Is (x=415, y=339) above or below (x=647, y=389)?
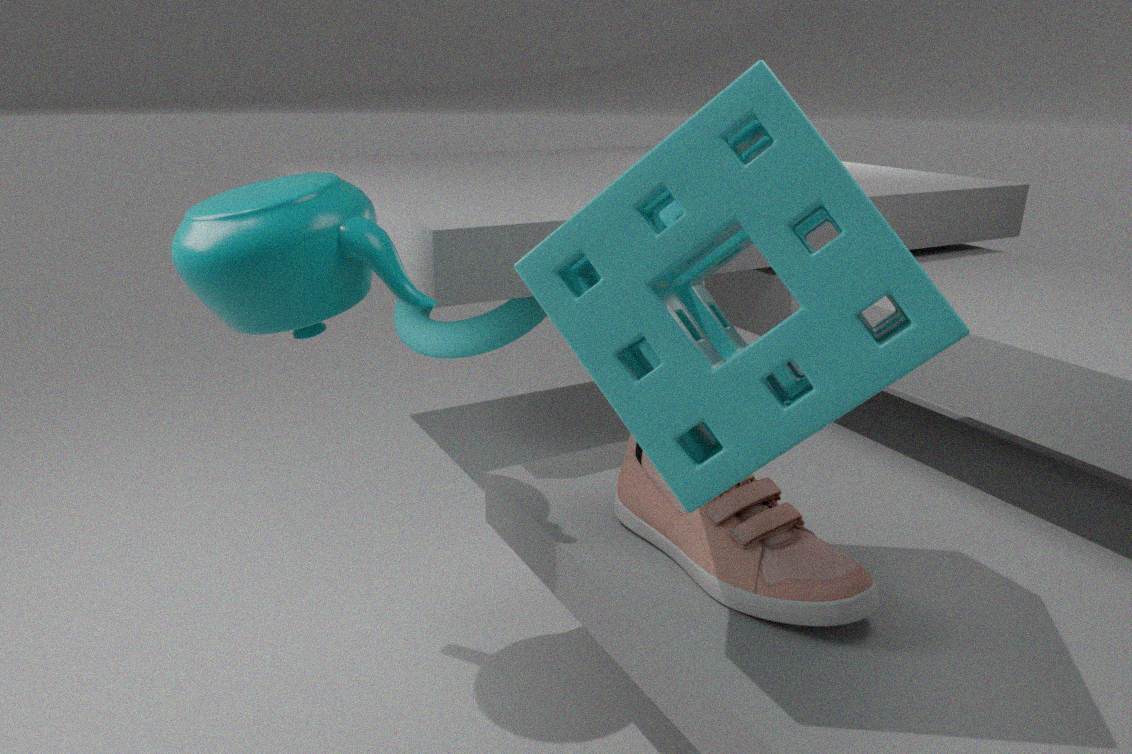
below
